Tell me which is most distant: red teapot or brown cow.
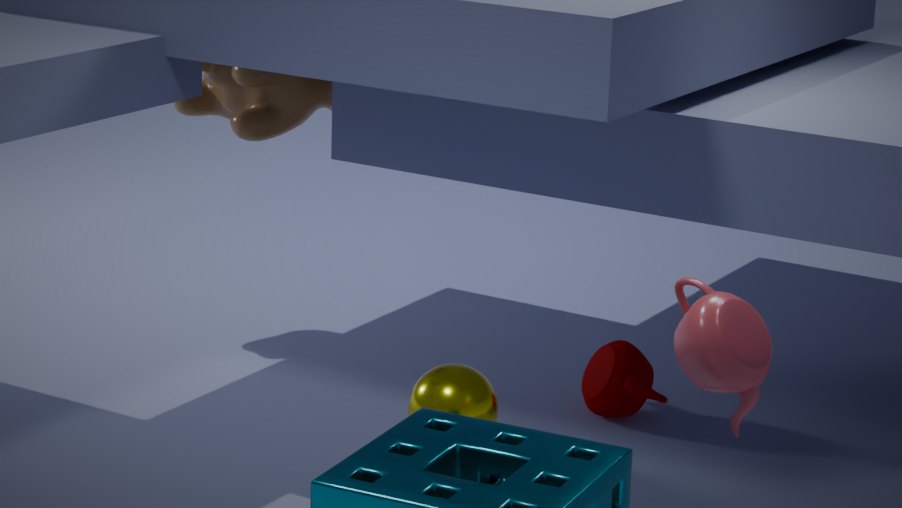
brown cow
